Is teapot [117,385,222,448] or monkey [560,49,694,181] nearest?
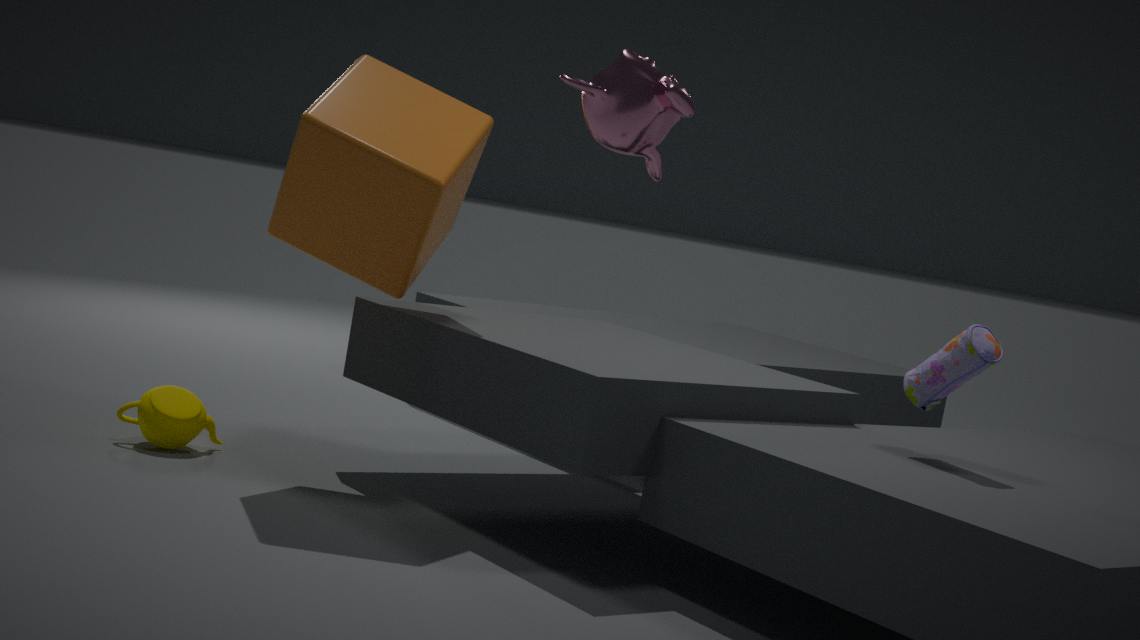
monkey [560,49,694,181]
